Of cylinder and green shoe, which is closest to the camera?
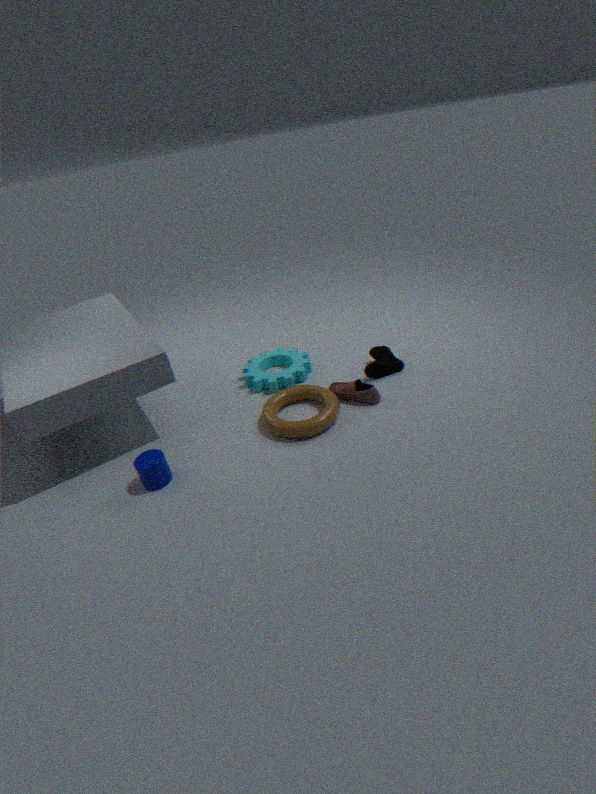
cylinder
